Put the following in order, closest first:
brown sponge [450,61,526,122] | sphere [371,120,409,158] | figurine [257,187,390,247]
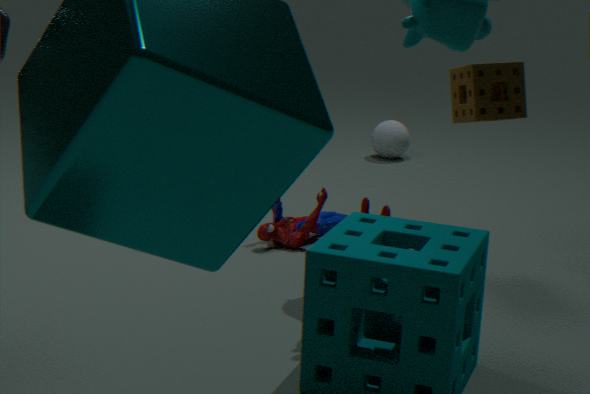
1. brown sponge [450,61,526,122]
2. figurine [257,187,390,247]
3. sphere [371,120,409,158]
